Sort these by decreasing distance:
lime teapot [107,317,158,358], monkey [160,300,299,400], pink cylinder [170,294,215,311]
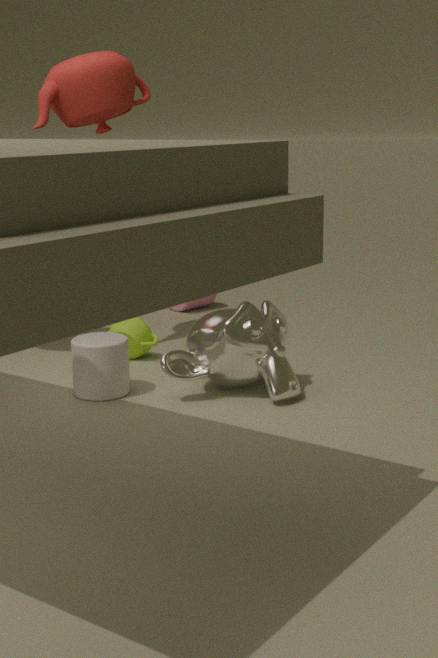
pink cylinder [170,294,215,311]
lime teapot [107,317,158,358]
monkey [160,300,299,400]
